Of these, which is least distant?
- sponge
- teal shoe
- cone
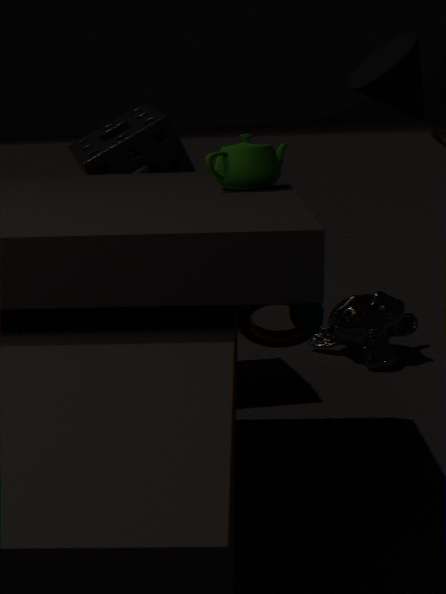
teal shoe
